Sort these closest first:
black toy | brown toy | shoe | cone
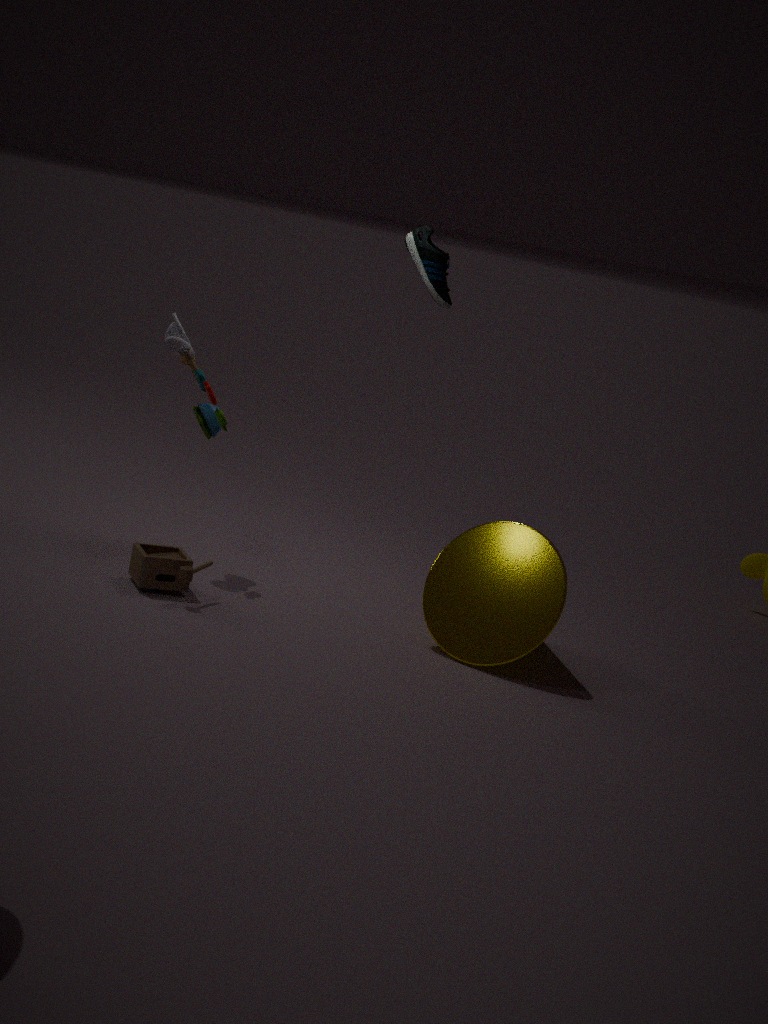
cone, brown toy, black toy, shoe
